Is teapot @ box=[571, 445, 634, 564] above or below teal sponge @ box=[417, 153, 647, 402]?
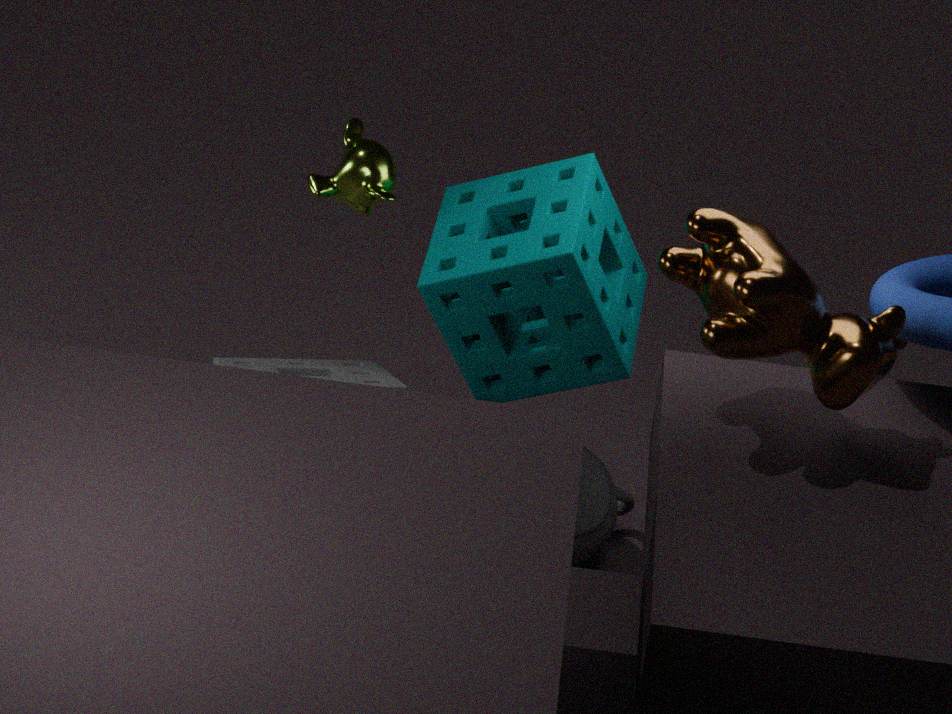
below
